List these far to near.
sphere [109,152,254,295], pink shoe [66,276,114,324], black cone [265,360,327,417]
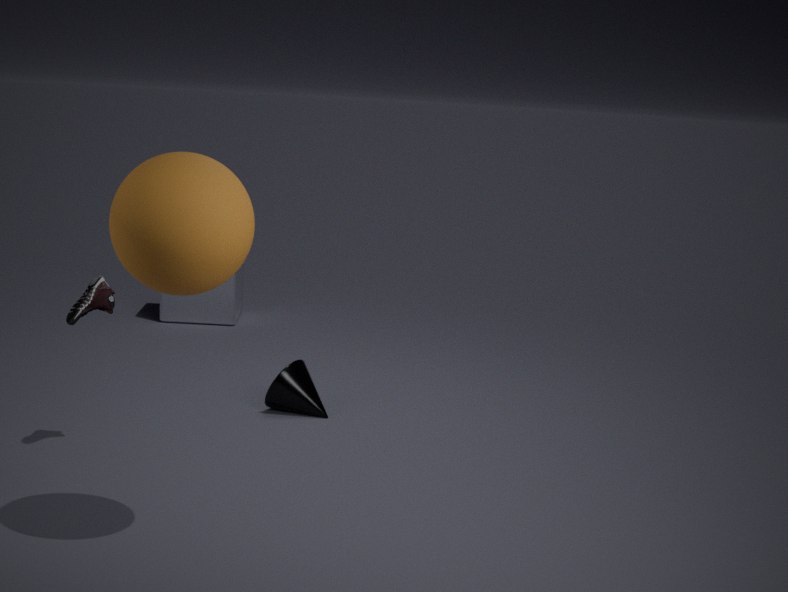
black cone [265,360,327,417] → pink shoe [66,276,114,324] → sphere [109,152,254,295]
